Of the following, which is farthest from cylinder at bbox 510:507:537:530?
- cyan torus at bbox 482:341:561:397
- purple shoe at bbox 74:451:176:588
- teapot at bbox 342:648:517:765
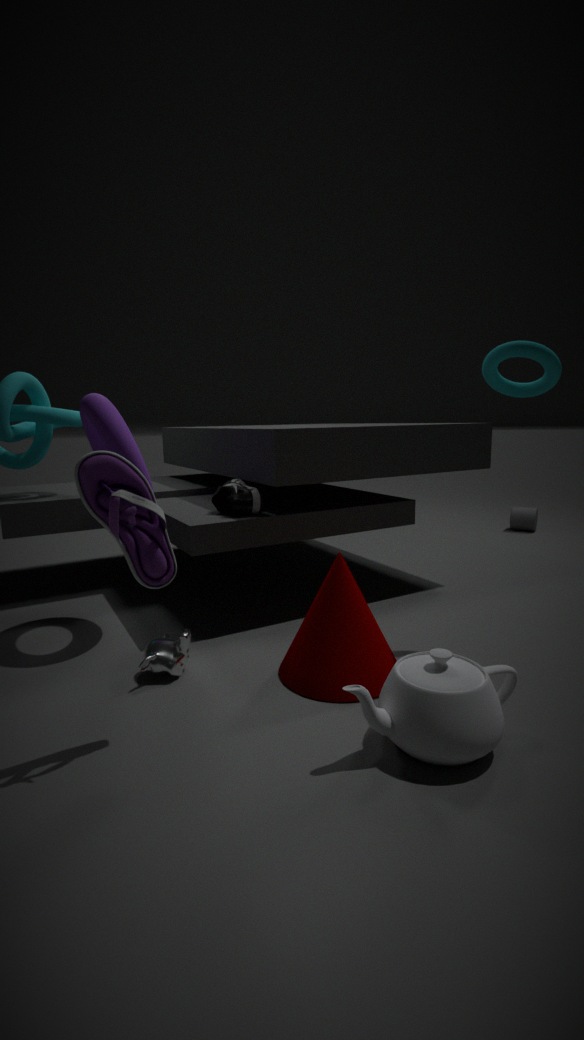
purple shoe at bbox 74:451:176:588
